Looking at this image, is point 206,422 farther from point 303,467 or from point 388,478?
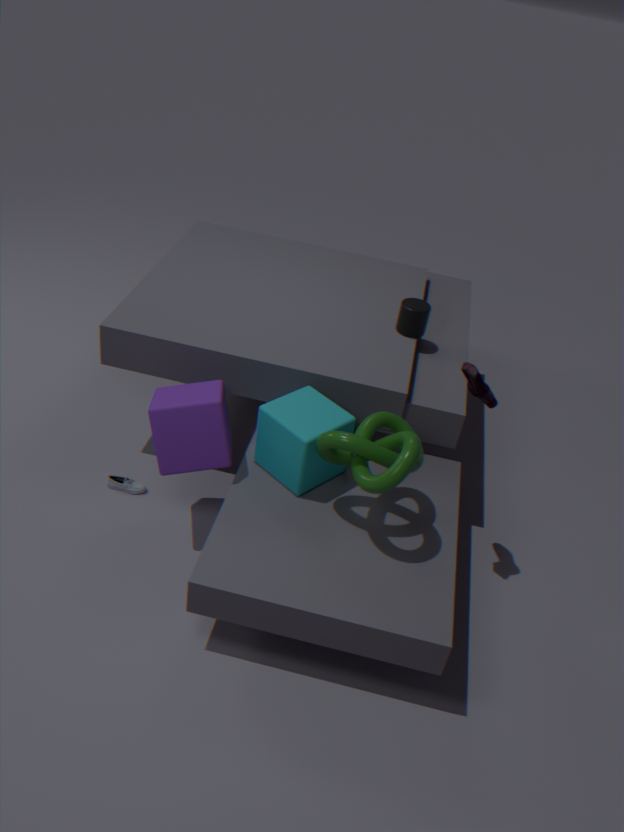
point 388,478
